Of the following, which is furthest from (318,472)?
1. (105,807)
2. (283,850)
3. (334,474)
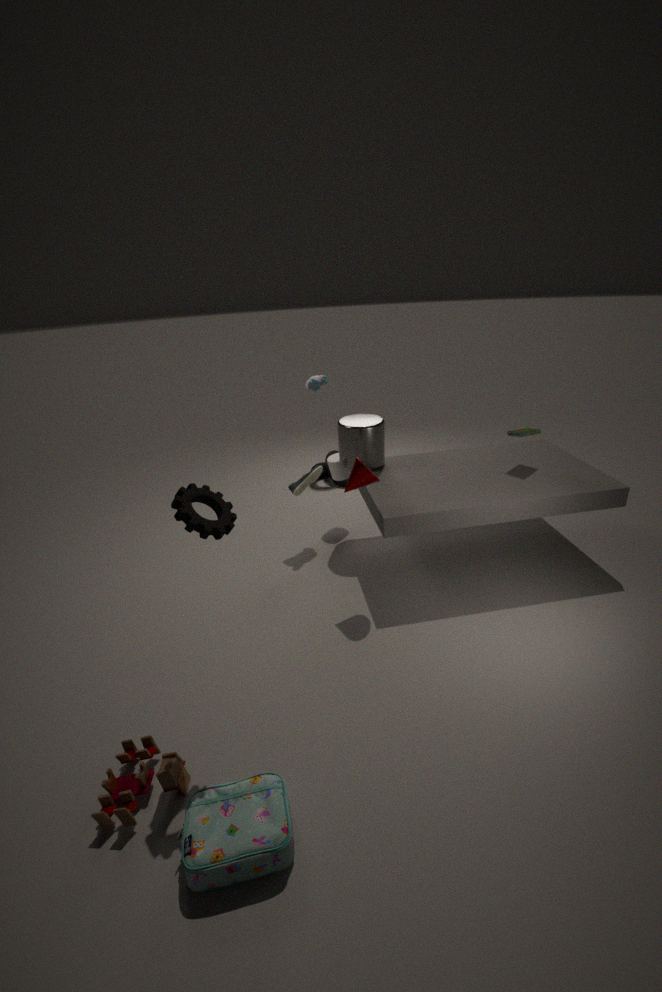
(283,850)
